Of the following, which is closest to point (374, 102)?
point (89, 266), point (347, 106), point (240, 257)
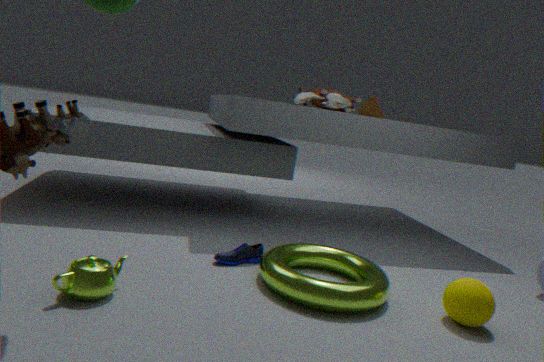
point (347, 106)
